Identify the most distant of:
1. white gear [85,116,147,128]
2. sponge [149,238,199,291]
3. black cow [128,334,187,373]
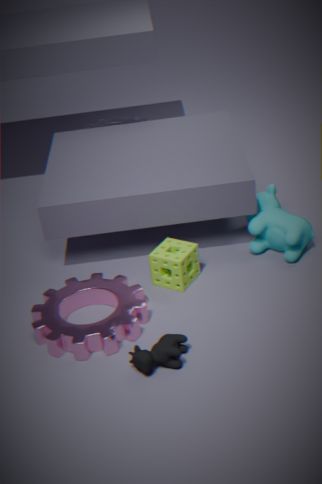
white gear [85,116,147,128]
